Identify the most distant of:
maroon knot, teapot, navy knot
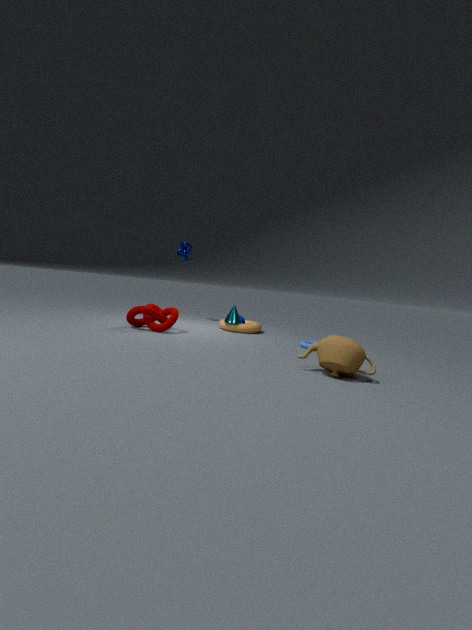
navy knot
